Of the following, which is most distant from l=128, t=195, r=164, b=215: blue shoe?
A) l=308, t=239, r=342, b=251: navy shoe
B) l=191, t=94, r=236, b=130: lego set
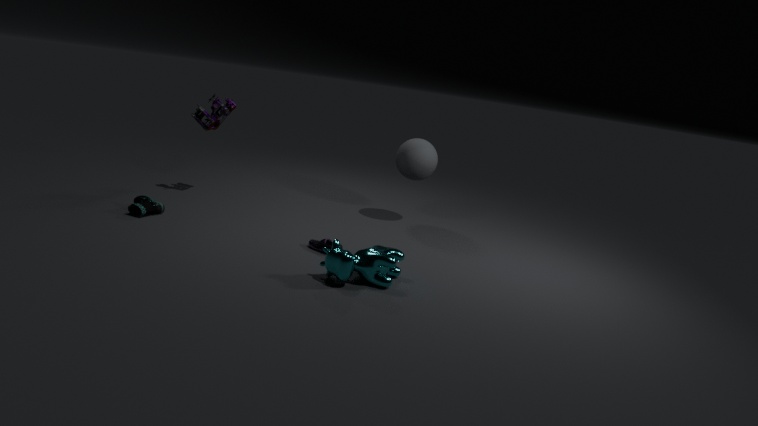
l=308, t=239, r=342, b=251: navy shoe
